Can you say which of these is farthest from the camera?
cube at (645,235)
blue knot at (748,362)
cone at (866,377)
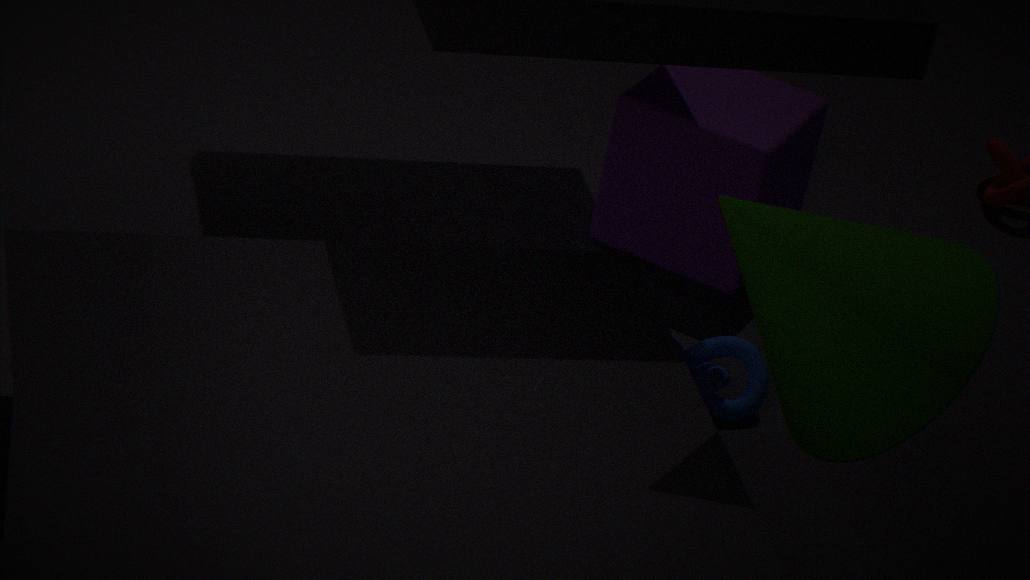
cube at (645,235)
